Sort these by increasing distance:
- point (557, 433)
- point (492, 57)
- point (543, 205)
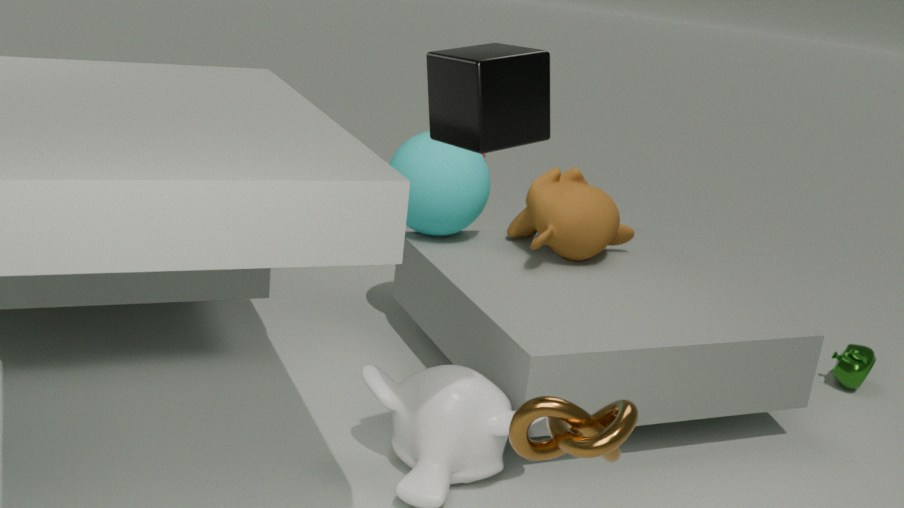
point (492, 57)
point (557, 433)
point (543, 205)
